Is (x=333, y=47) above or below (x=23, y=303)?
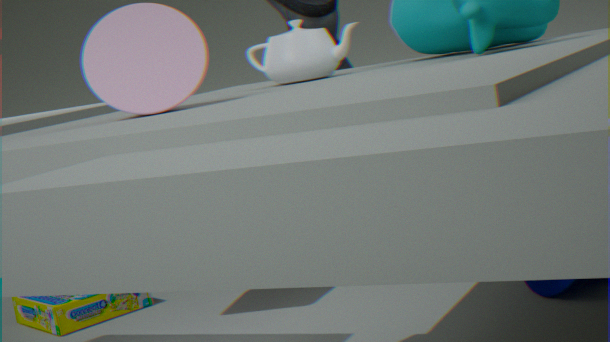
above
